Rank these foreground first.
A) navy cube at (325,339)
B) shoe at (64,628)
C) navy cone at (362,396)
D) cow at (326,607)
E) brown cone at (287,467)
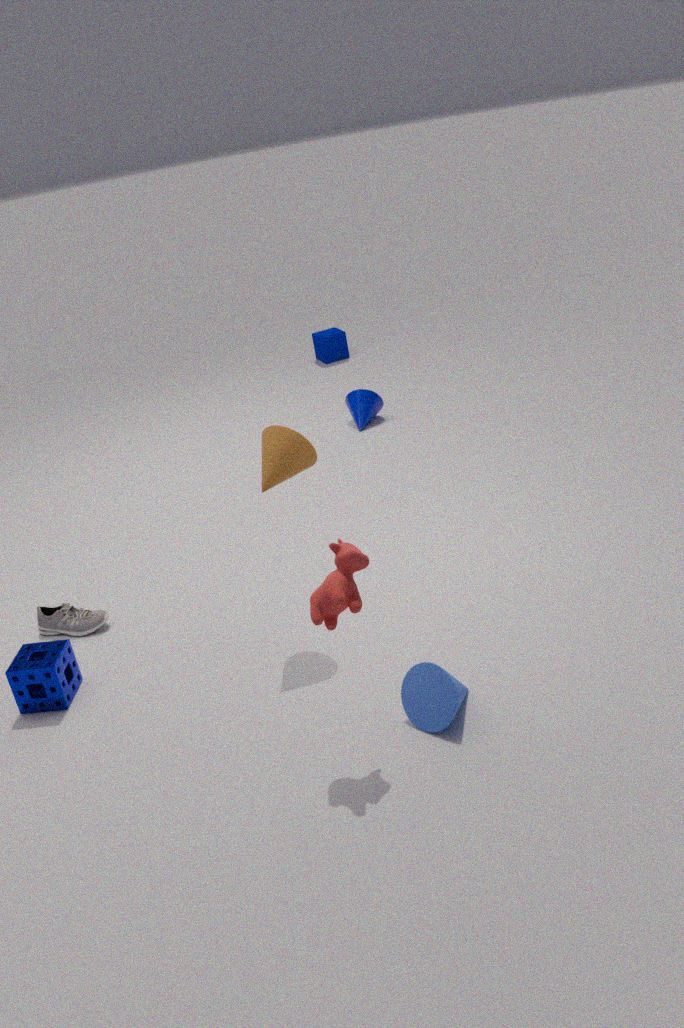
cow at (326,607), brown cone at (287,467), shoe at (64,628), navy cone at (362,396), navy cube at (325,339)
